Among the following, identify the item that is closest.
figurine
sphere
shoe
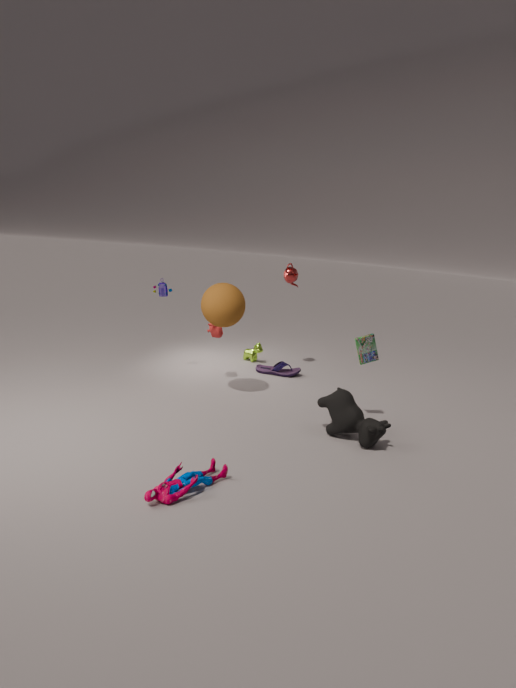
figurine
